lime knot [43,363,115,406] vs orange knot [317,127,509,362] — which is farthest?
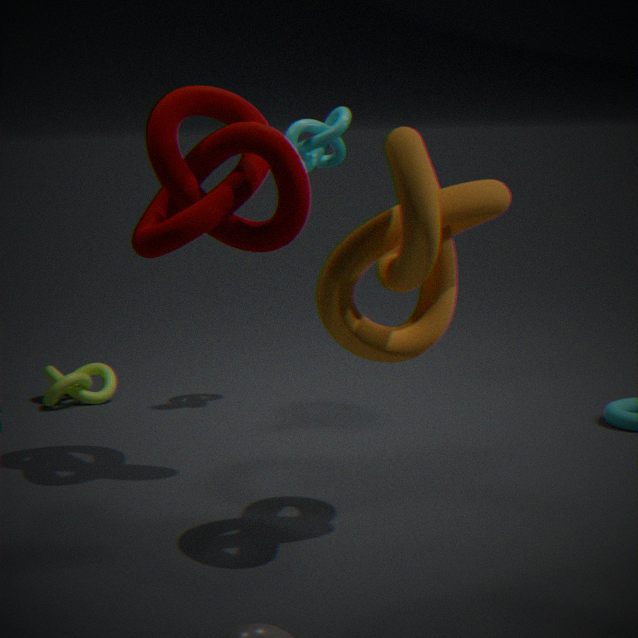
lime knot [43,363,115,406]
